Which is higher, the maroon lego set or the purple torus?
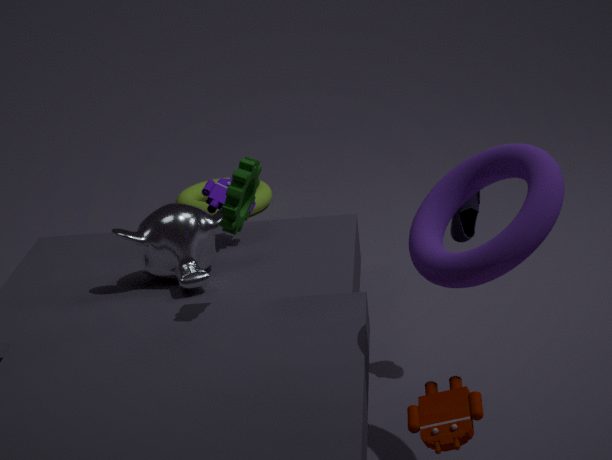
the purple torus
